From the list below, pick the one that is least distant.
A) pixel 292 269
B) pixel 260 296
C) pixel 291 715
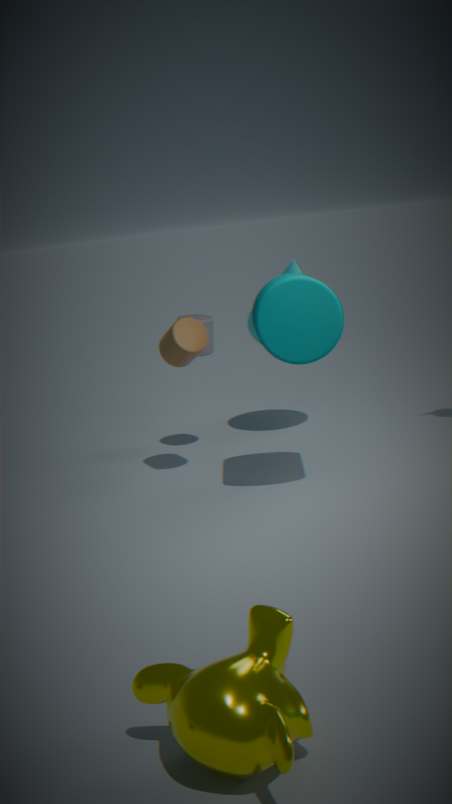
pixel 291 715
